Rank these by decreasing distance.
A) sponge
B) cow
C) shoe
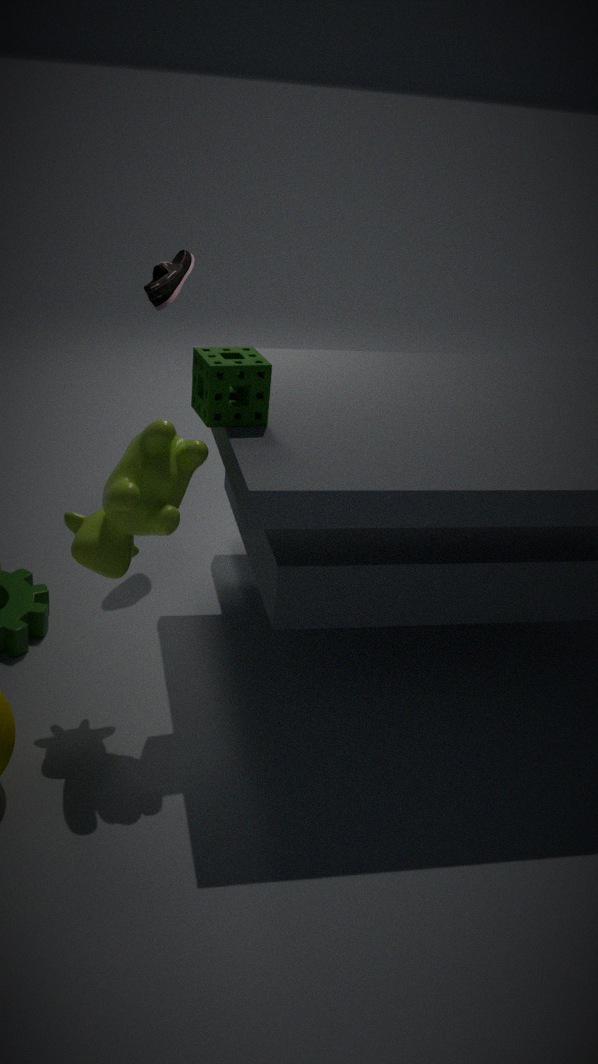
shoe → sponge → cow
